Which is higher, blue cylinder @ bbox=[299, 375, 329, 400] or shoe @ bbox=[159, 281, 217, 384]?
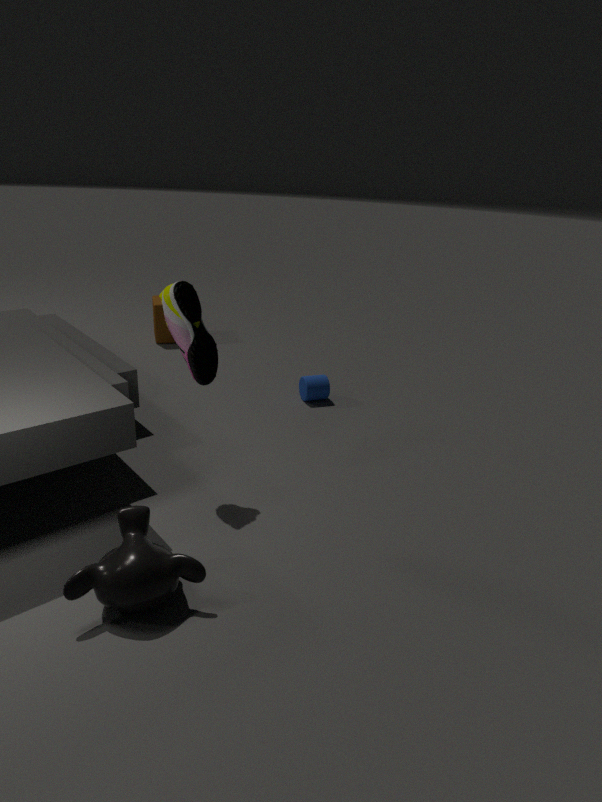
shoe @ bbox=[159, 281, 217, 384]
